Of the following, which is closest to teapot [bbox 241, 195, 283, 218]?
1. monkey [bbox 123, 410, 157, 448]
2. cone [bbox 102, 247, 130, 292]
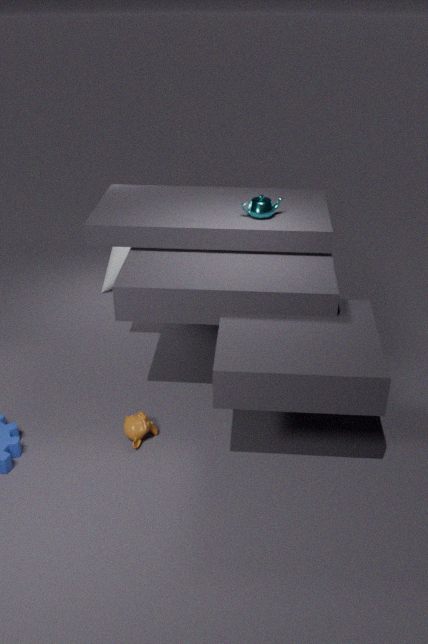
monkey [bbox 123, 410, 157, 448]
